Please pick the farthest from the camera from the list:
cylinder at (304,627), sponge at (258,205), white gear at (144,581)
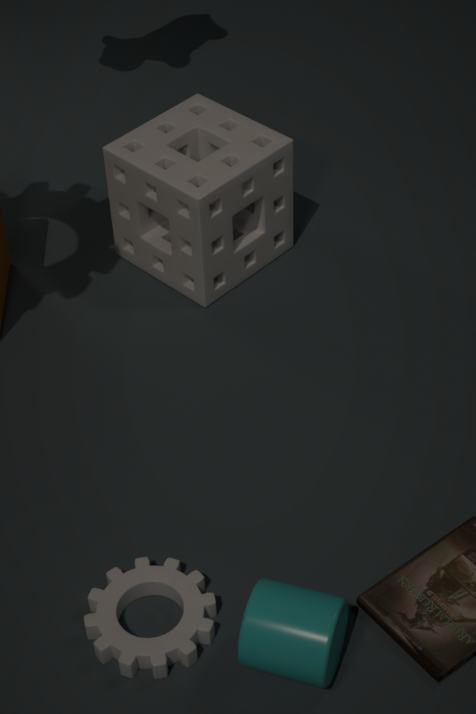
sponge at (258,205)
